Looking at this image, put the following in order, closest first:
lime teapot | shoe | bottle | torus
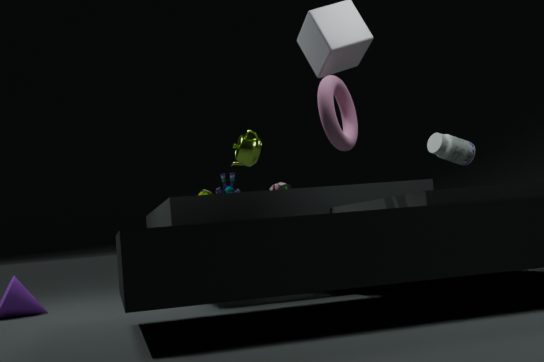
torus, bottle, lime teapot, shoe
